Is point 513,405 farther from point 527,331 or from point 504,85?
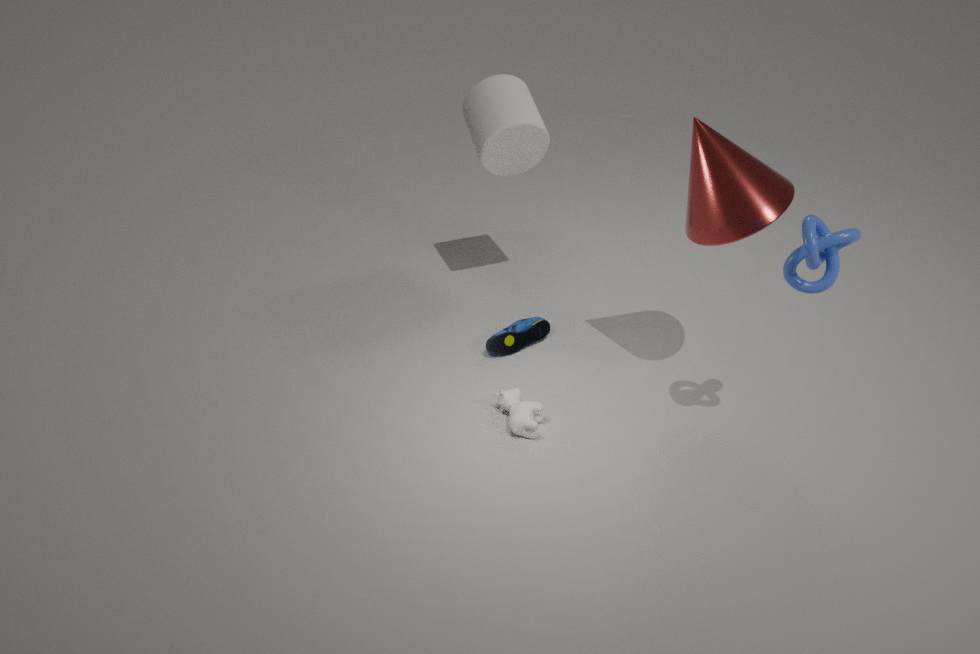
point 504,85
